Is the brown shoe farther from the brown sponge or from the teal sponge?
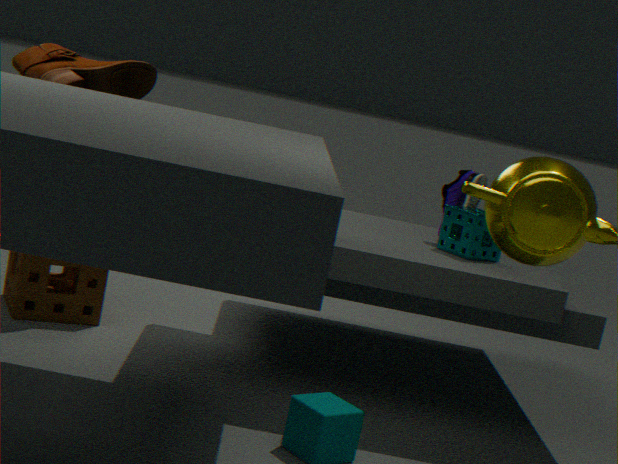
the teal sponge
